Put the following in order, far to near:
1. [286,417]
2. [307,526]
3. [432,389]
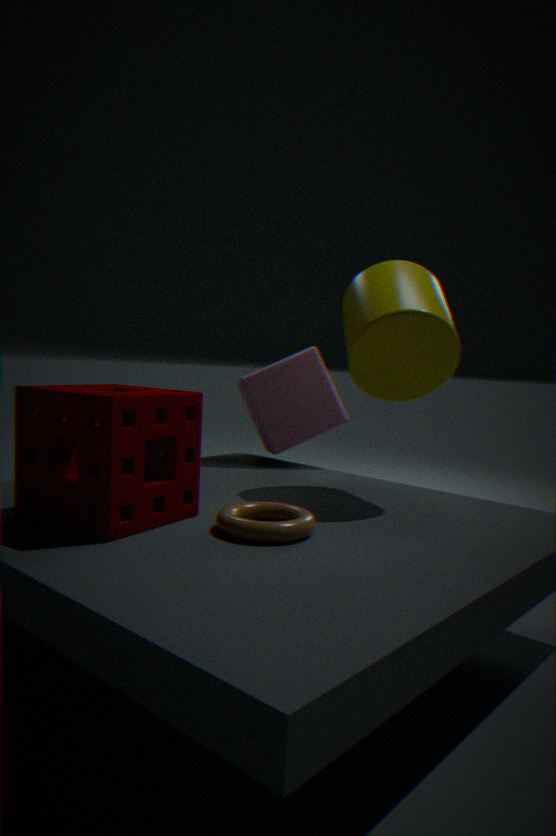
[286,417] → [432,389] → [307,526]
